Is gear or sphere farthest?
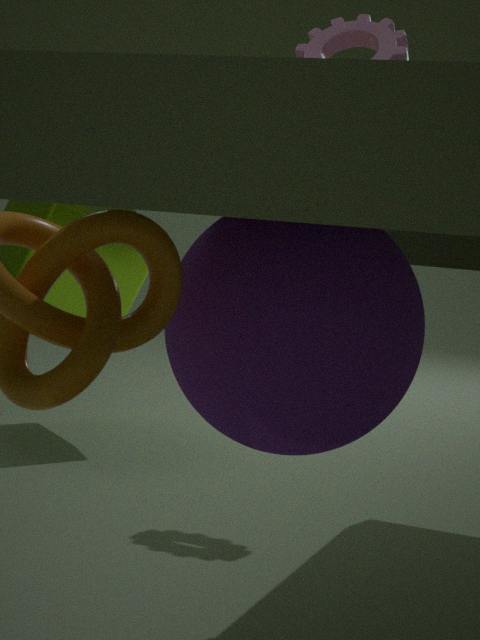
gear
